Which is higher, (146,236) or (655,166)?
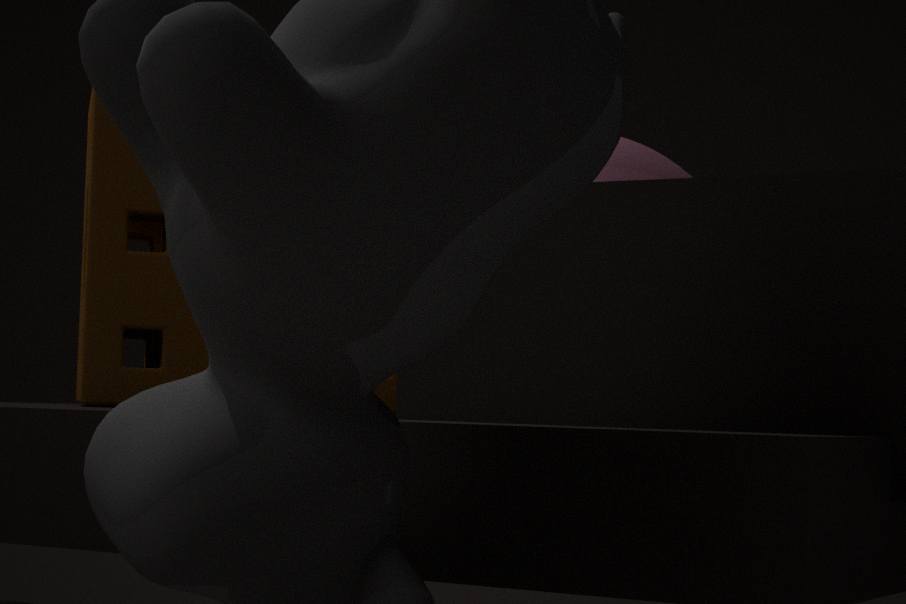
(655,166)
